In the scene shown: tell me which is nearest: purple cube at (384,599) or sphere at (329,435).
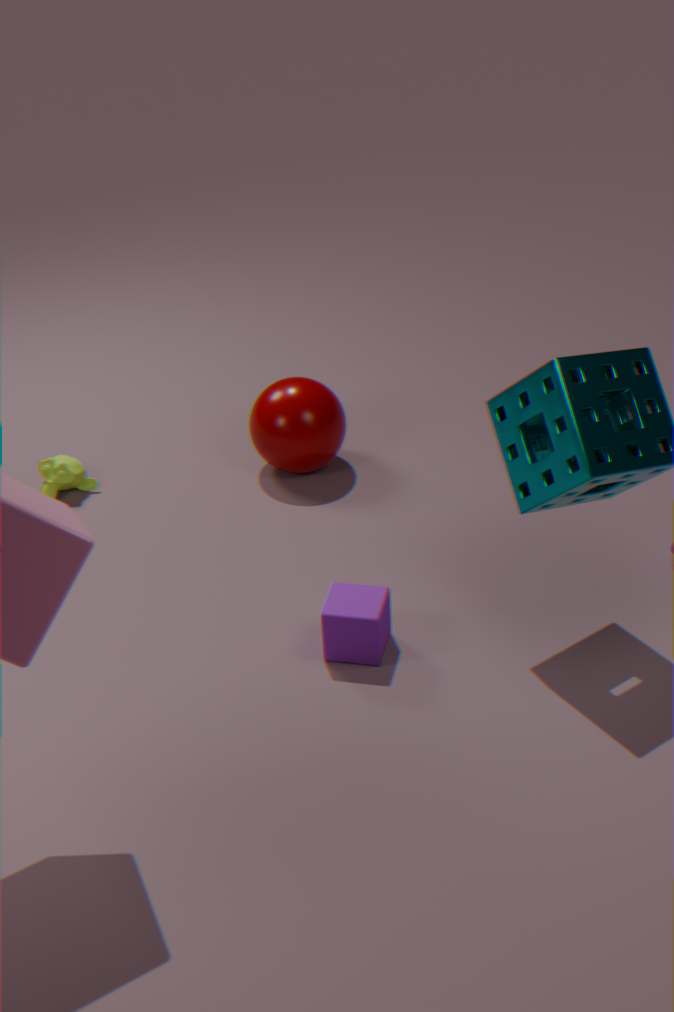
purple cube at (384,599)
